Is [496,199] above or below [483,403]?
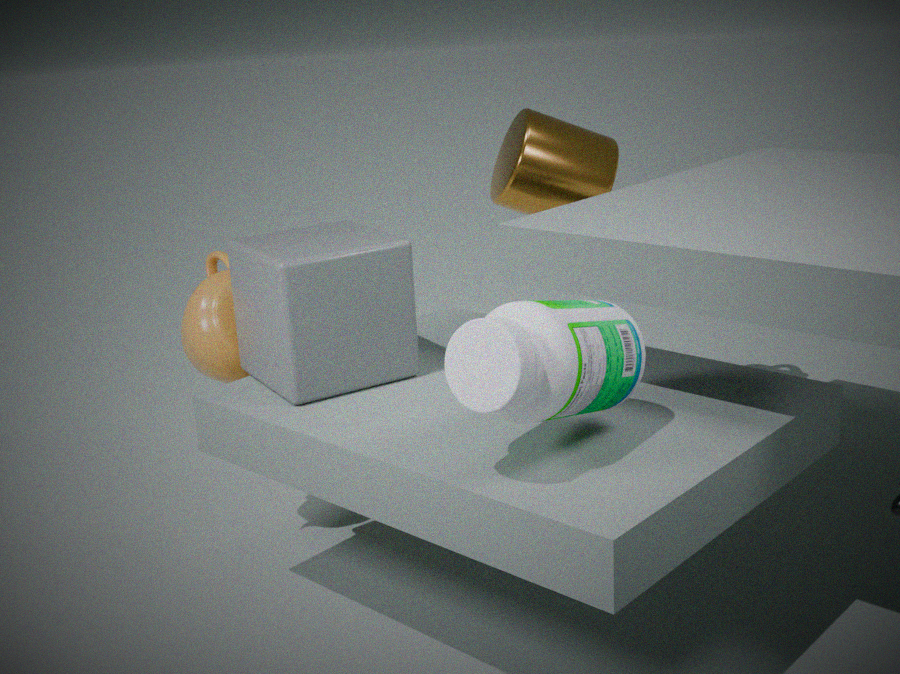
above
